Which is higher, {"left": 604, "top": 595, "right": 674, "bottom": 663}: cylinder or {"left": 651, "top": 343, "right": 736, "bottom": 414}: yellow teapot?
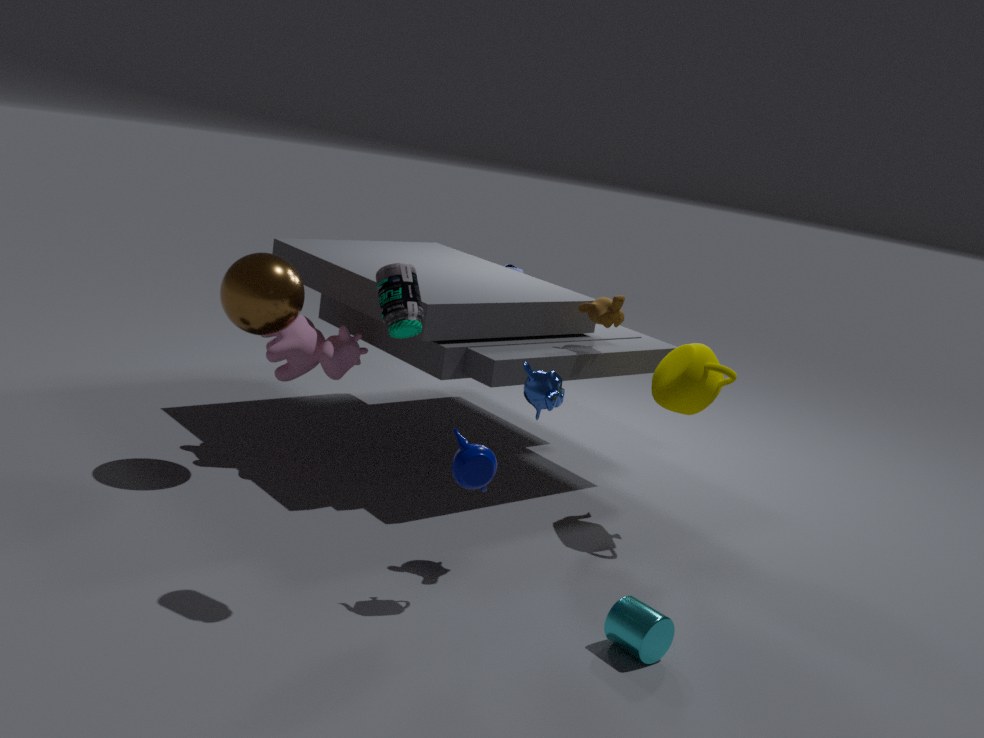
{"left": 651, "top": 343, "right": 736, "bottom": 414}: yellow teapot
